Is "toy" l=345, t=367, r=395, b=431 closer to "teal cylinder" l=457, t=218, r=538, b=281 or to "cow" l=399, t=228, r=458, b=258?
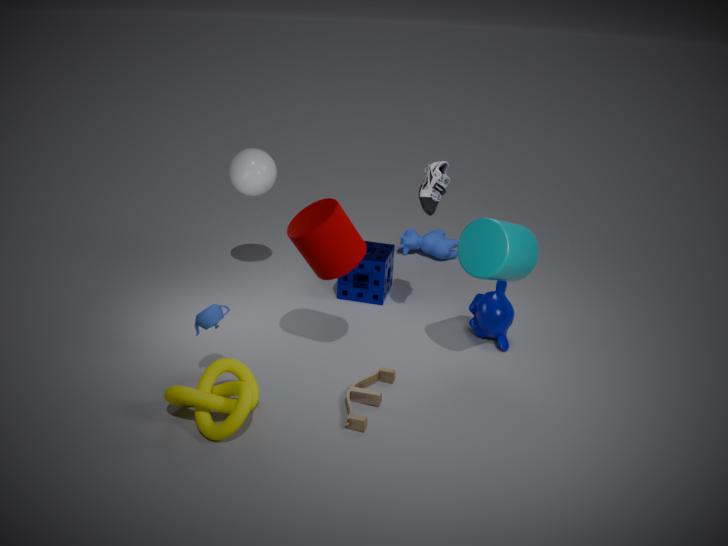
"teal cylinder" l=457, t=218, r=538, b=281
